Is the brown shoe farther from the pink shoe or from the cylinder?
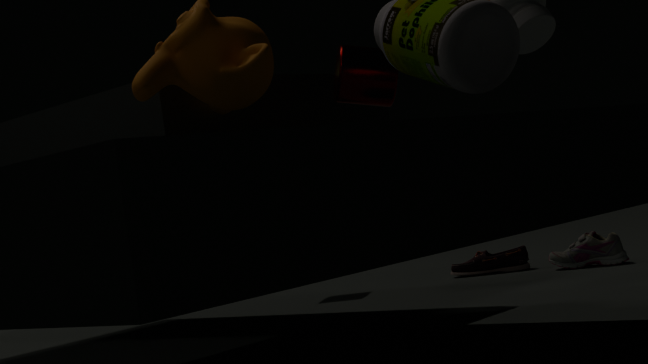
the cylinder
